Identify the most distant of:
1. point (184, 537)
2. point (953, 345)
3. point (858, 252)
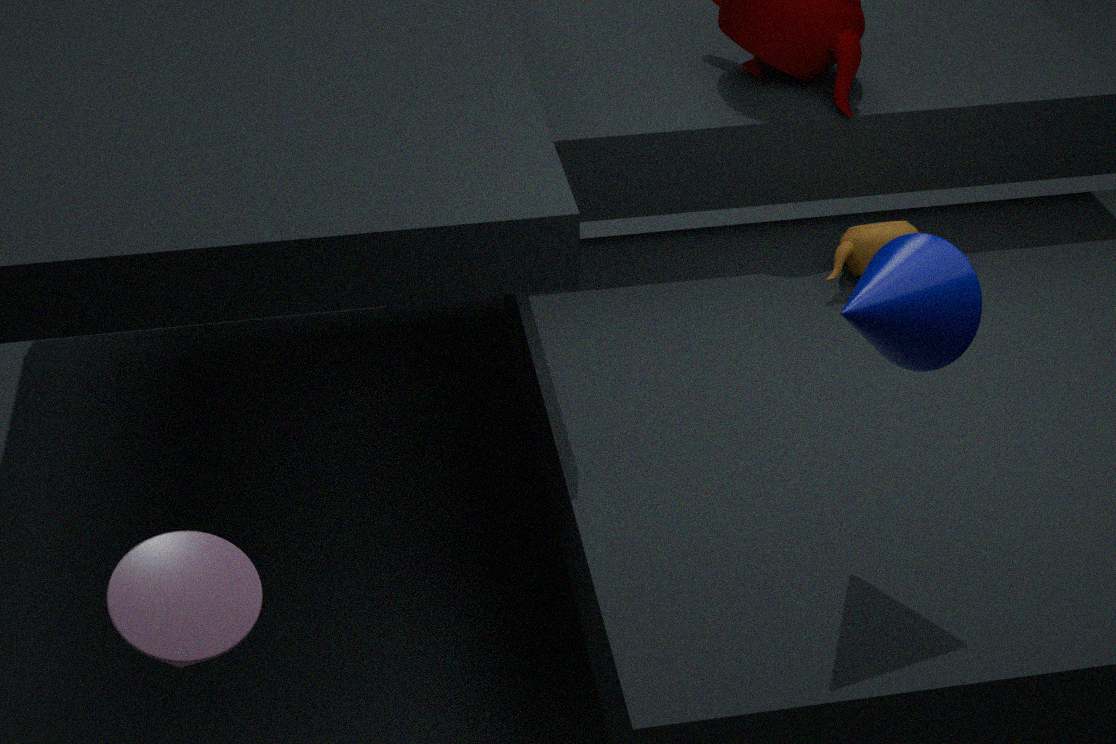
point (858, 252)
